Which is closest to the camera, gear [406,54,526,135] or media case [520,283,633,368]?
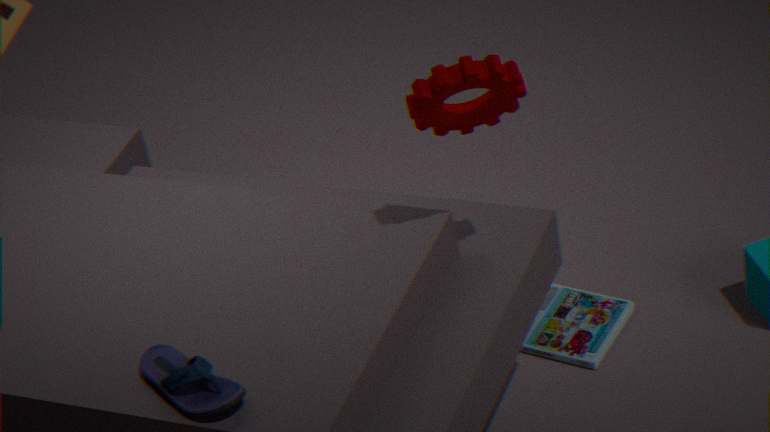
gear [406,54,526,135]
